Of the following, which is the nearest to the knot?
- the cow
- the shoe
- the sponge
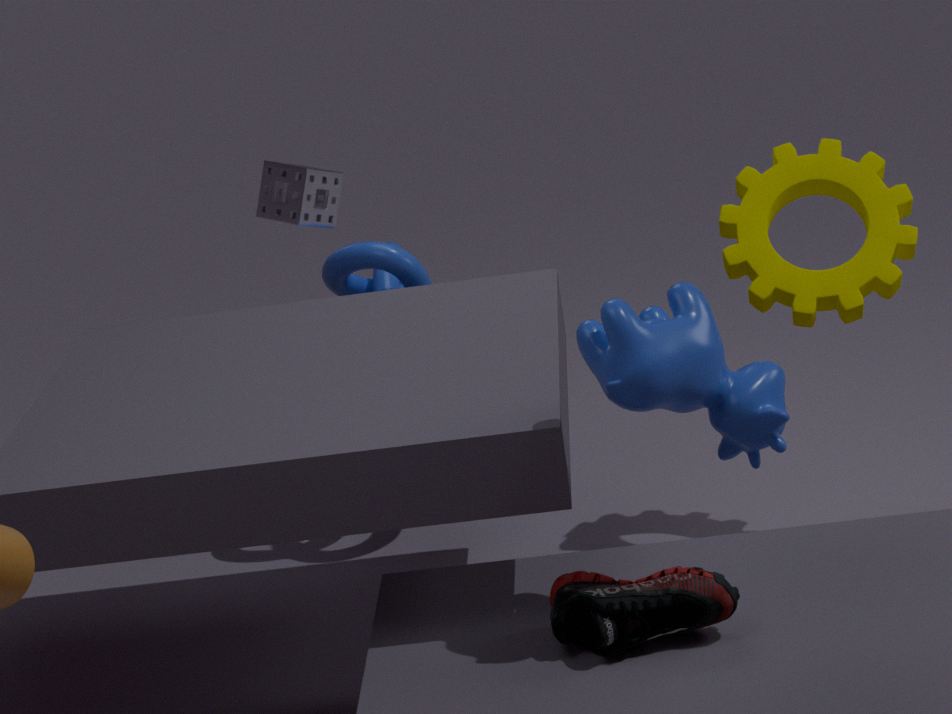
the sponge
